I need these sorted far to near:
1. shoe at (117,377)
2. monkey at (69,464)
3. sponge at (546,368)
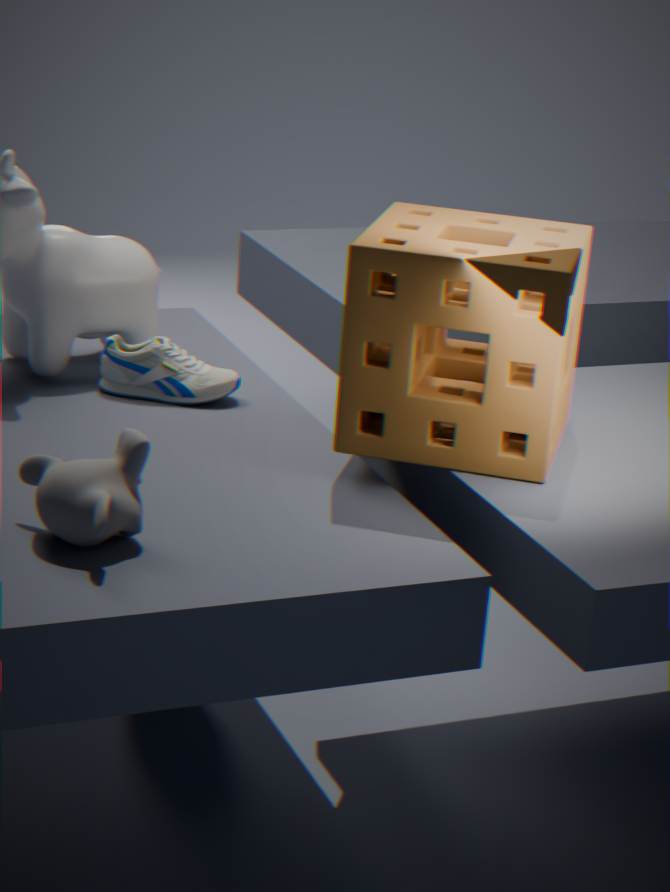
shoe at (117,377) < sponge at (546,368) < monkey at (69,464)
